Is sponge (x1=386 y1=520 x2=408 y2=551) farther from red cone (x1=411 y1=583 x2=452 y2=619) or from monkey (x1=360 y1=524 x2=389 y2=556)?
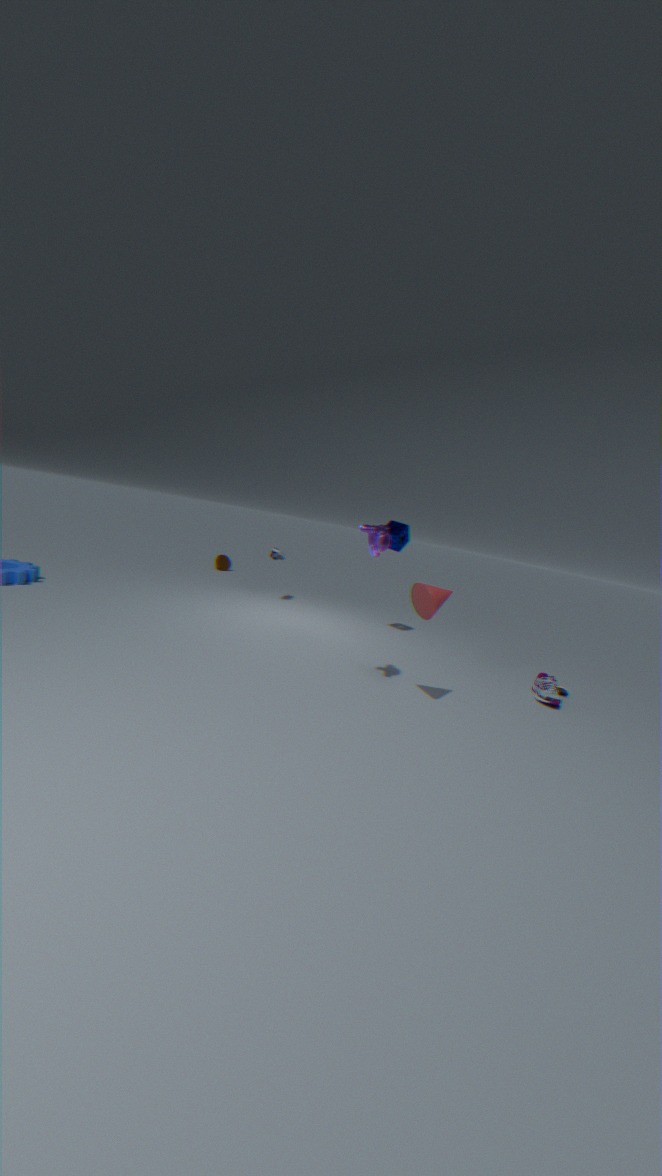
red cone (x1=411 y1=583 x2=452 y2=619)
